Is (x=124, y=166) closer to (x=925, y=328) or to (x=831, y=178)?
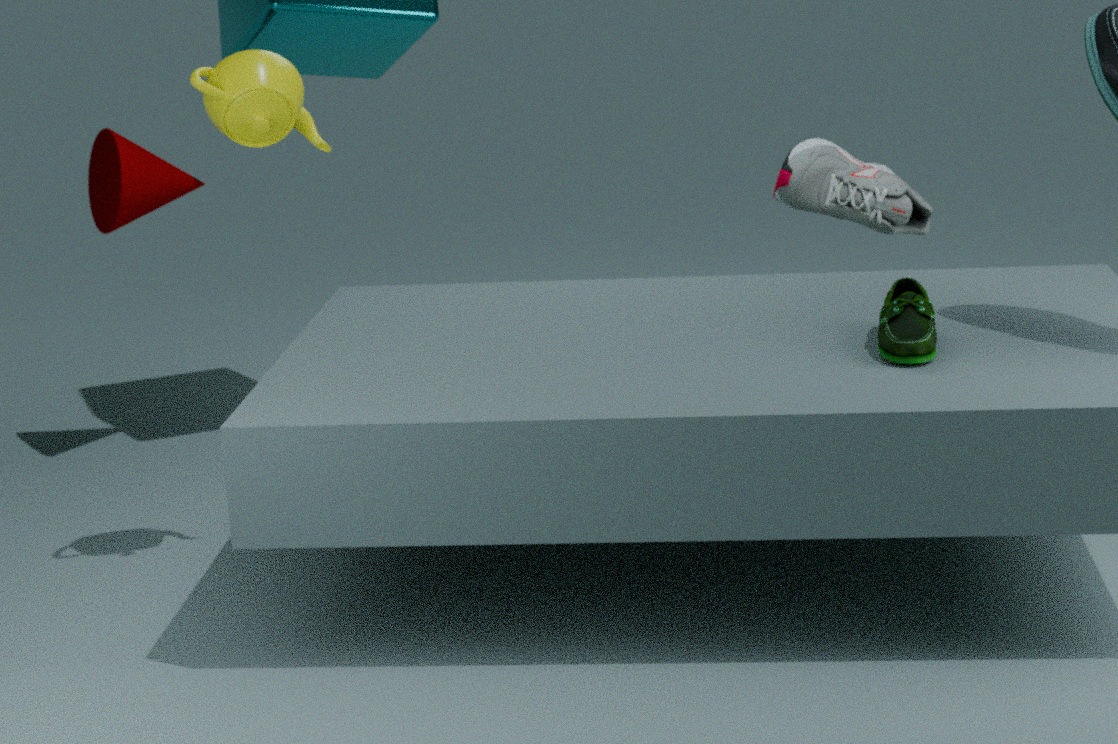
(x=831, y=178)
